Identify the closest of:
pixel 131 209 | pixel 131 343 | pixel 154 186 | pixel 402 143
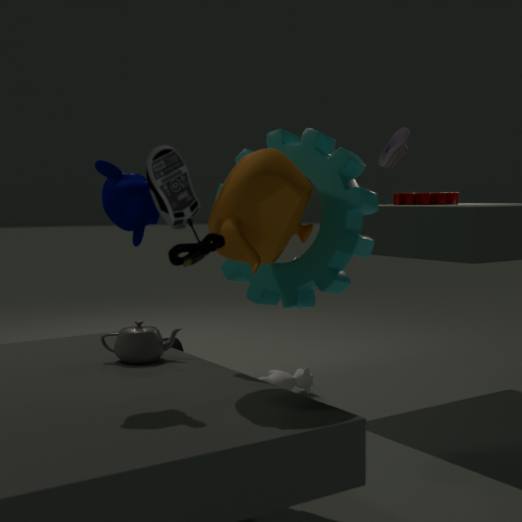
pixel 154 186
